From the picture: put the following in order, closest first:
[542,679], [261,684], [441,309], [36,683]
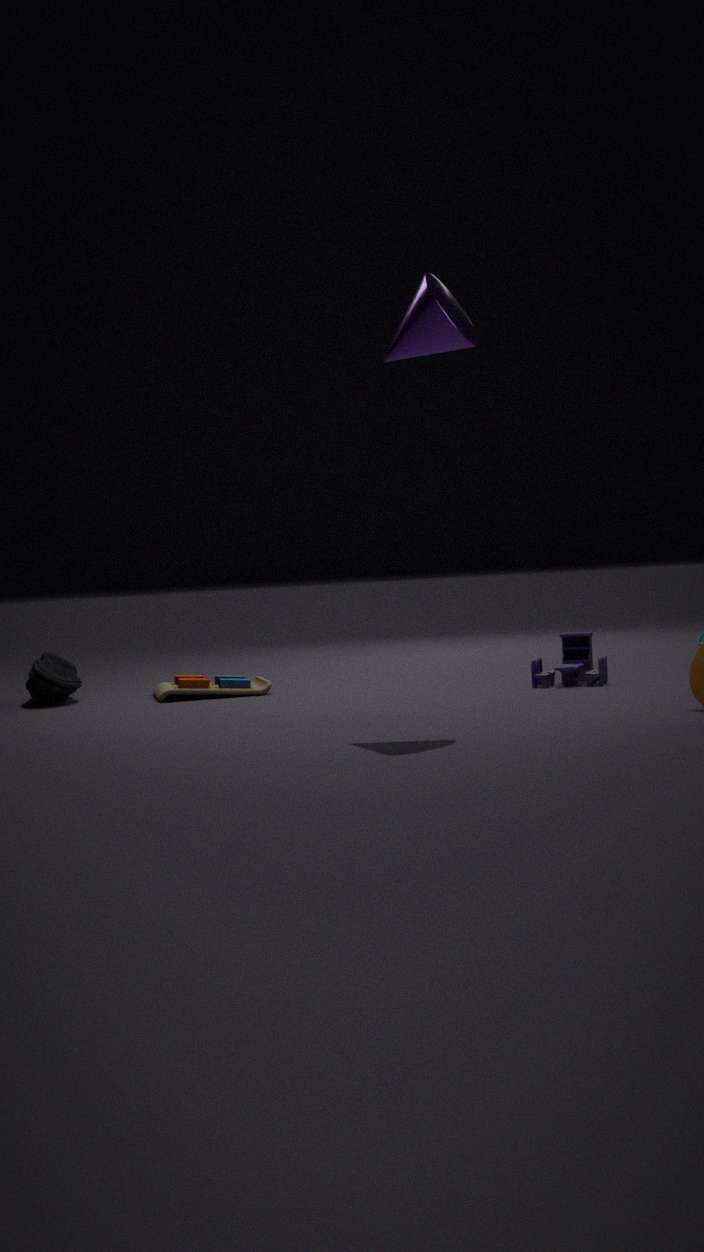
[441,309] < [542,679] < [36,683] < [261,684]
